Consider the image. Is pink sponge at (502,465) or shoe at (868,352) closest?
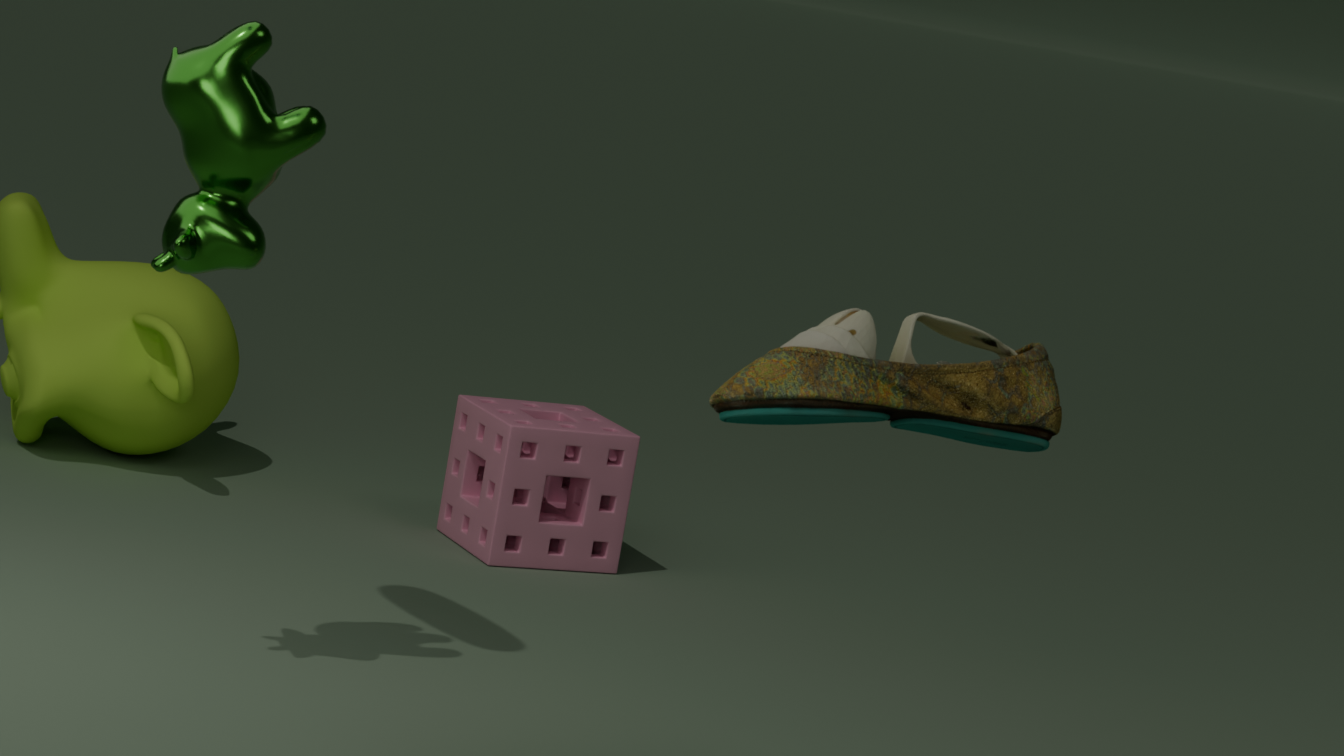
shoe at (868,352)
